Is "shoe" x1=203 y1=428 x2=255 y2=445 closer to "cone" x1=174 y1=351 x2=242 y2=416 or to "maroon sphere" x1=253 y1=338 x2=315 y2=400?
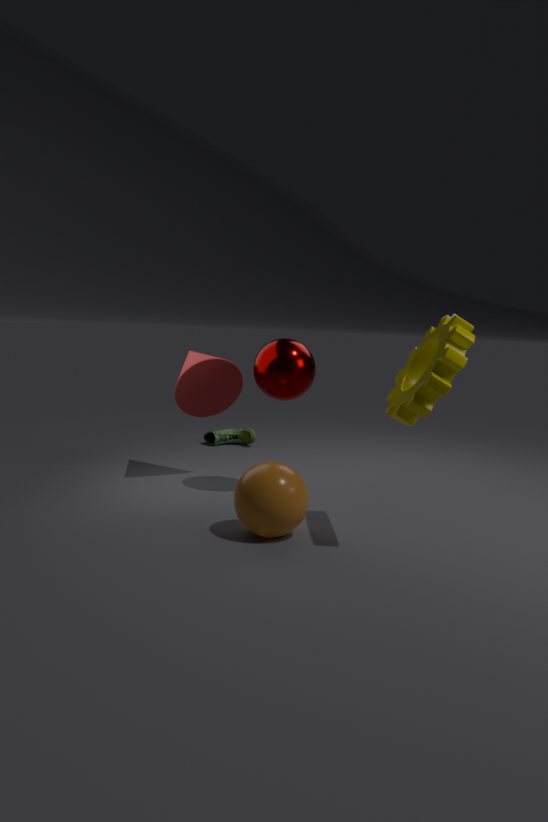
"cone" x1=174 y1=351 x2=242 y2=416
